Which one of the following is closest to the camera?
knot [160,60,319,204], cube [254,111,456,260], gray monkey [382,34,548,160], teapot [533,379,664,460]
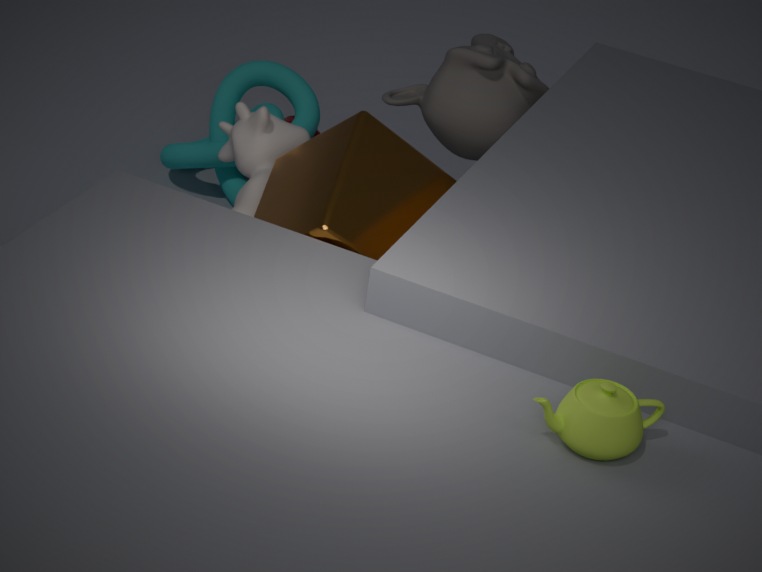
teapot [533,379,664,460]
